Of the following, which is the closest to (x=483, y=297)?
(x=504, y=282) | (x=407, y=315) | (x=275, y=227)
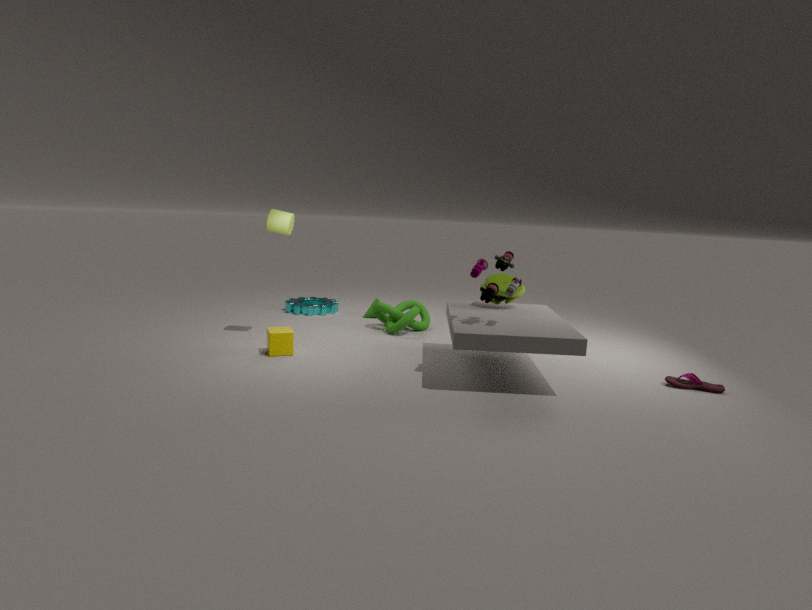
(x=504, y=282)
